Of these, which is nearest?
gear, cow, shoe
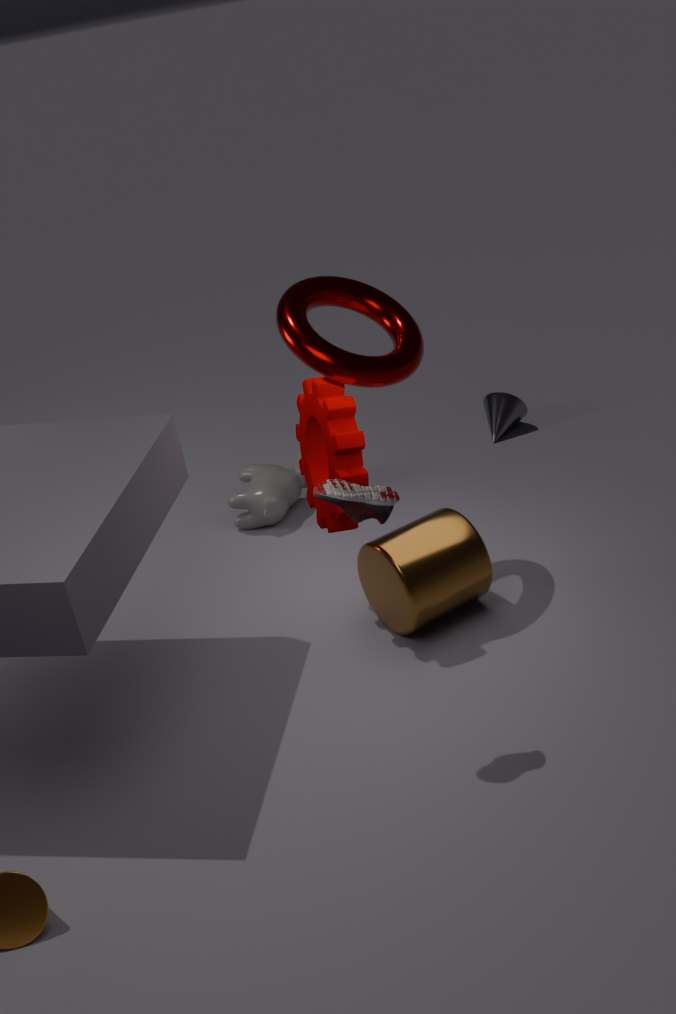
shoe
